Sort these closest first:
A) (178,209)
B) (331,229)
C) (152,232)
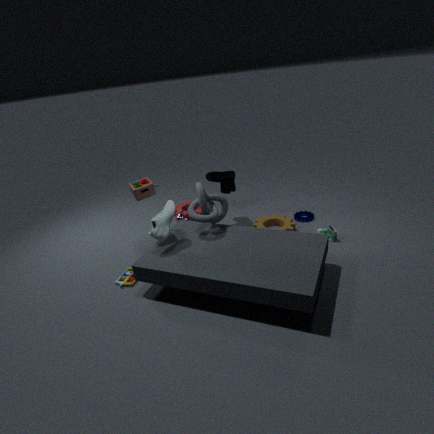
(152,232), (331,229), (178,209)
